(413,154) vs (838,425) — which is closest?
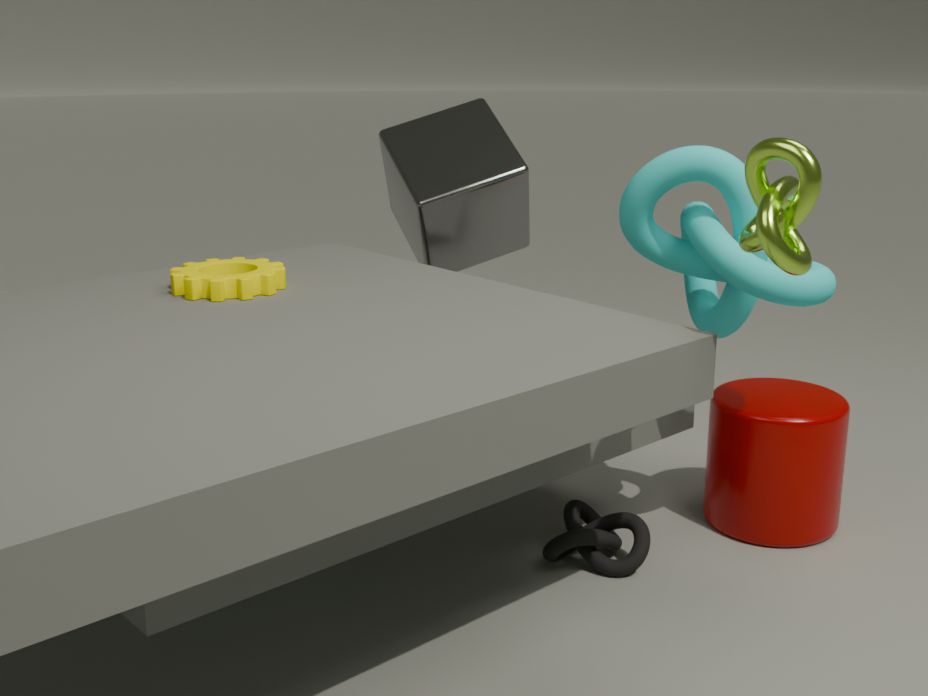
(838,425)
